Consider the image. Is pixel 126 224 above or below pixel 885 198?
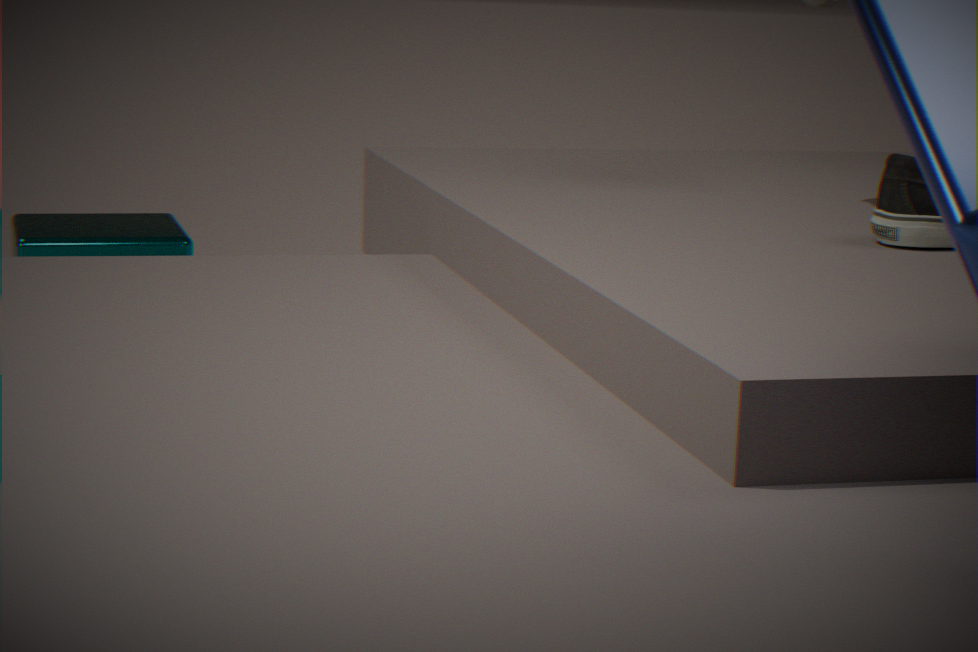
below
